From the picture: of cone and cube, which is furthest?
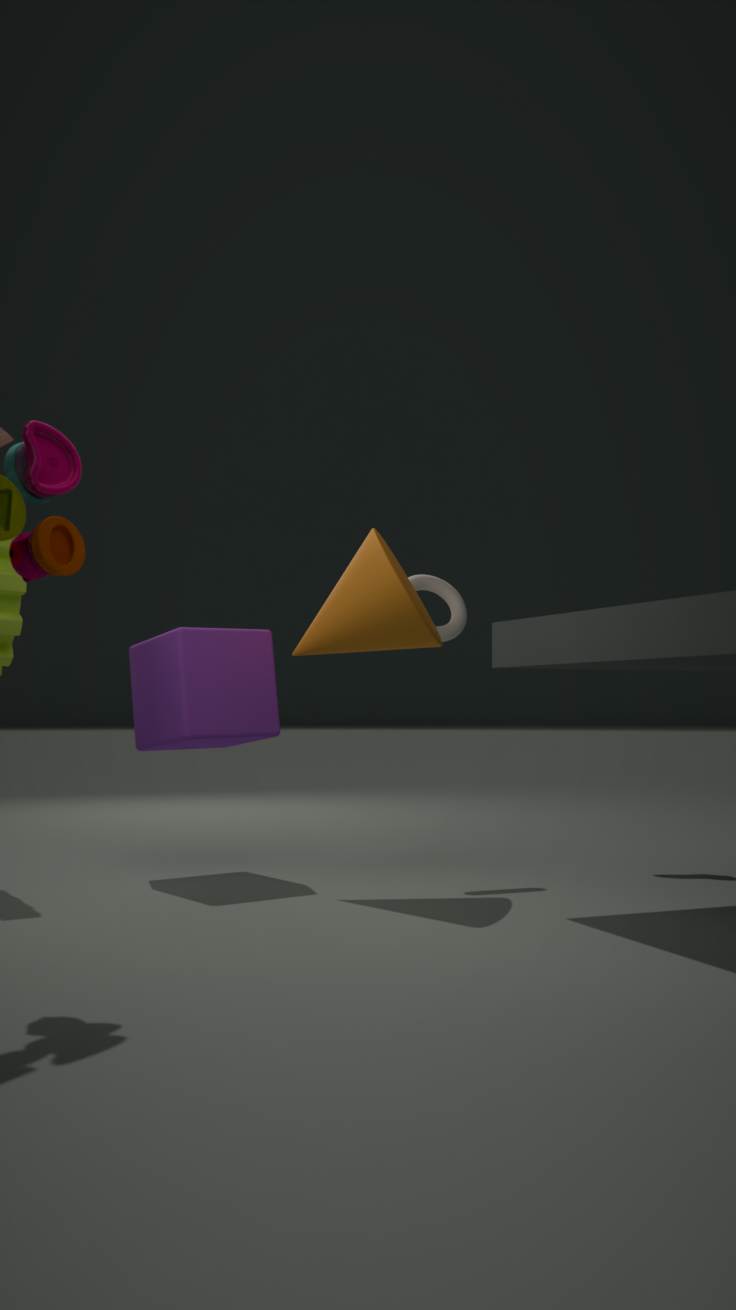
cube
